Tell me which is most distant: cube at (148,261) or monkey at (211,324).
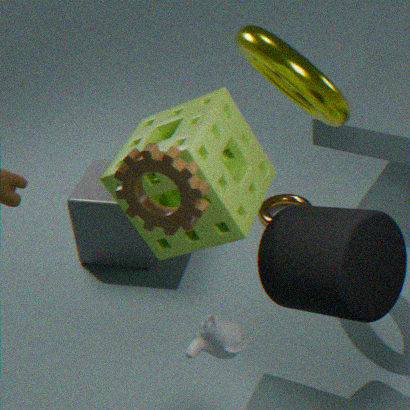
cube at (148,261)
